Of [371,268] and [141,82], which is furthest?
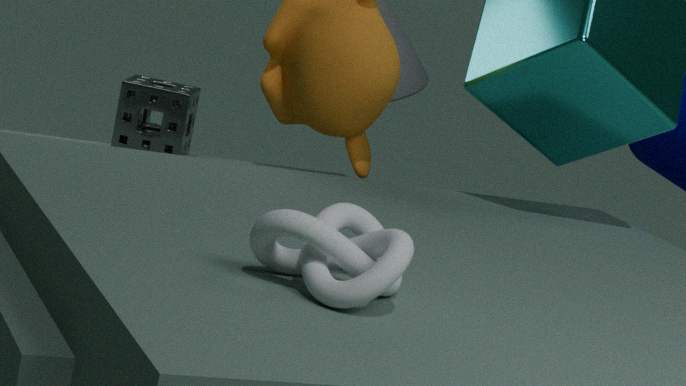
[141,82]
